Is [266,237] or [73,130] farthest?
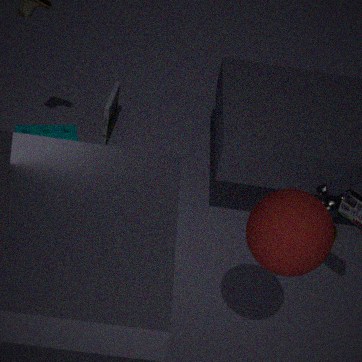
[73,130]
